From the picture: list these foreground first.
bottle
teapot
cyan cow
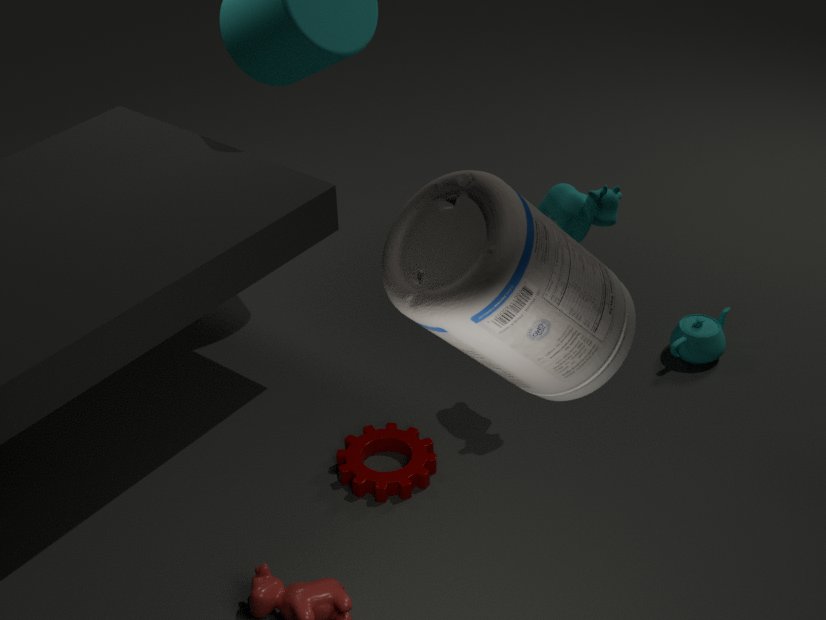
bottle, cyan cow, teapot
